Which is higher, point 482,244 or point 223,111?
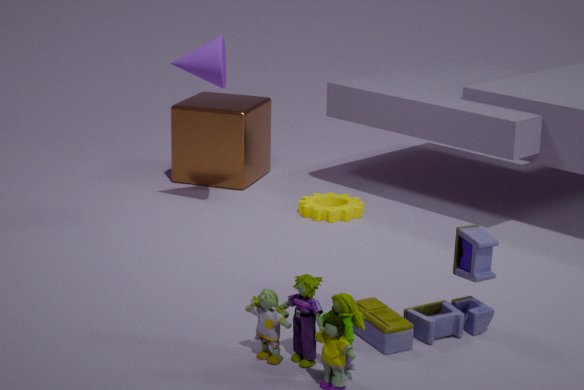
point 223,111
